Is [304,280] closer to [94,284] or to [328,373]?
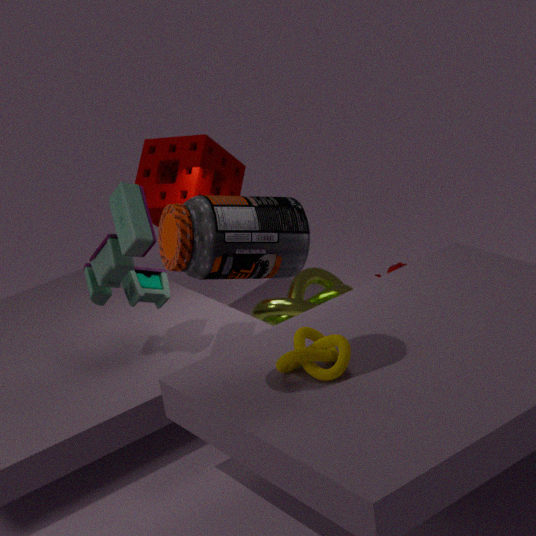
[94,284]
